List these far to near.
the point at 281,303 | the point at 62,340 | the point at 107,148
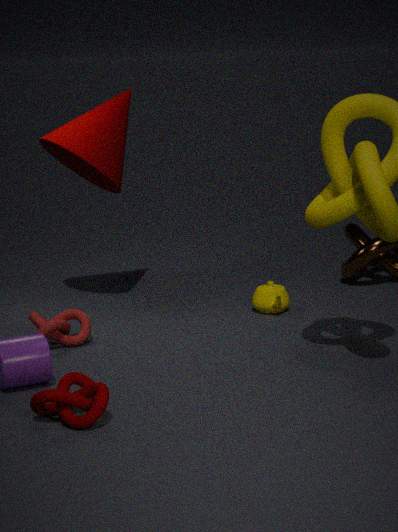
the point at 107,148 < the point at 281,303 < the point at 62,340
